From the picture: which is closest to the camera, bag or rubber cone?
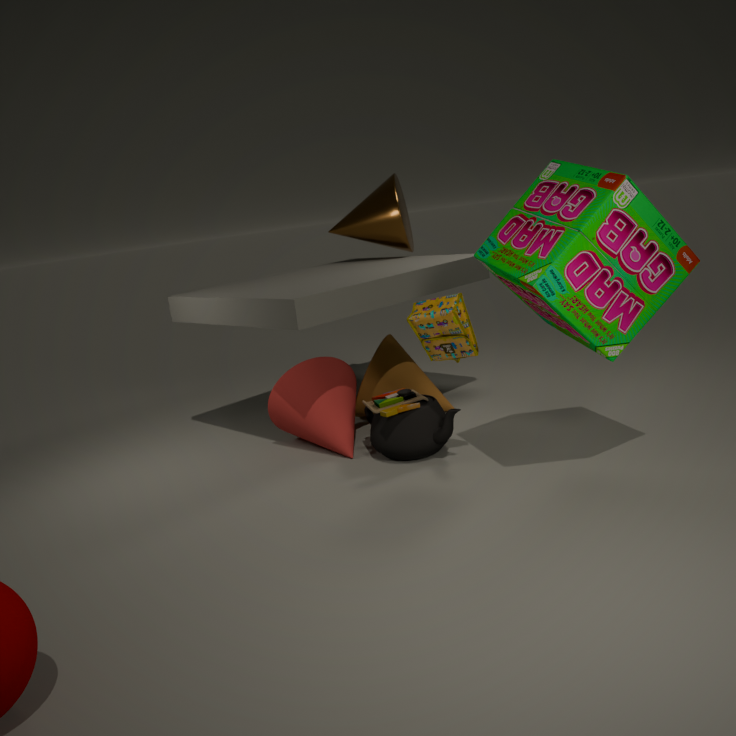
bag
